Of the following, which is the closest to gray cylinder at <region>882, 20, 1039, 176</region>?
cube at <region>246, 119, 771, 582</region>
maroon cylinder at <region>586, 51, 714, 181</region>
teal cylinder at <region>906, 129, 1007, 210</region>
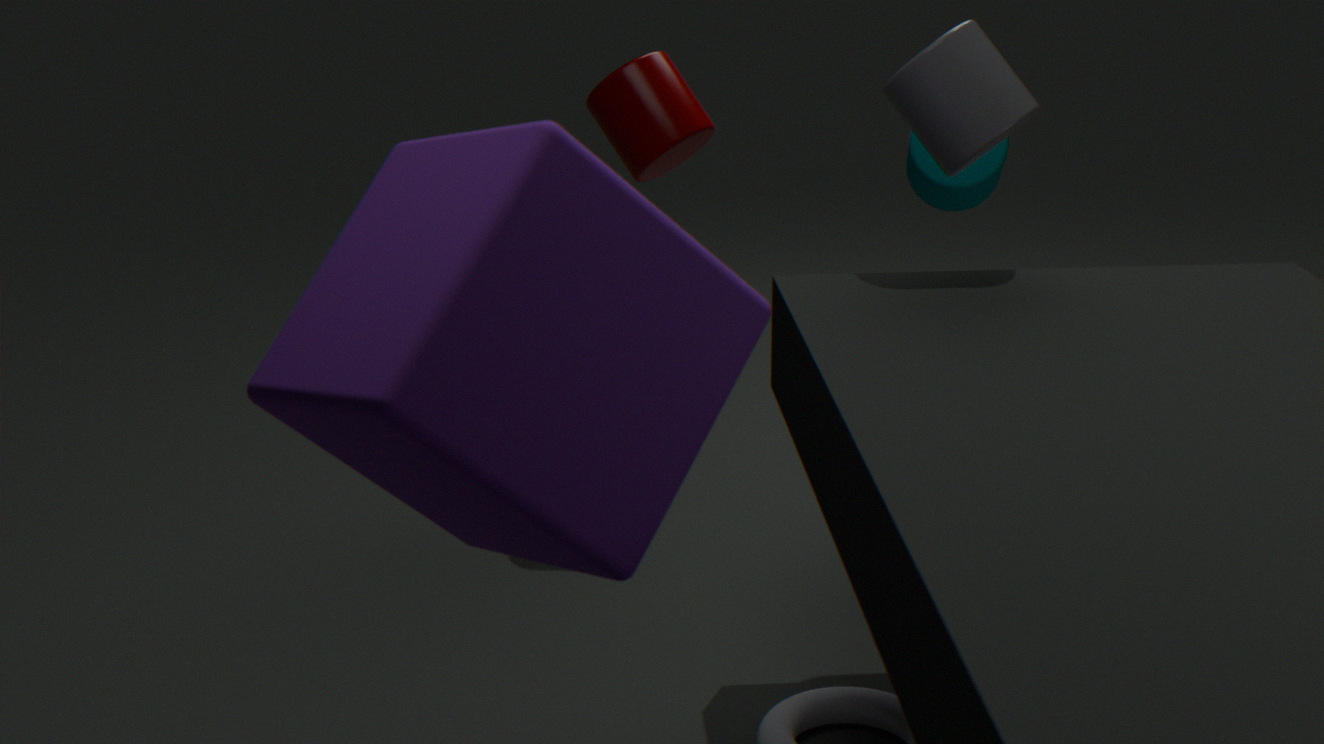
teal cylinder at <region>906, 129, 1007, 210</region>
